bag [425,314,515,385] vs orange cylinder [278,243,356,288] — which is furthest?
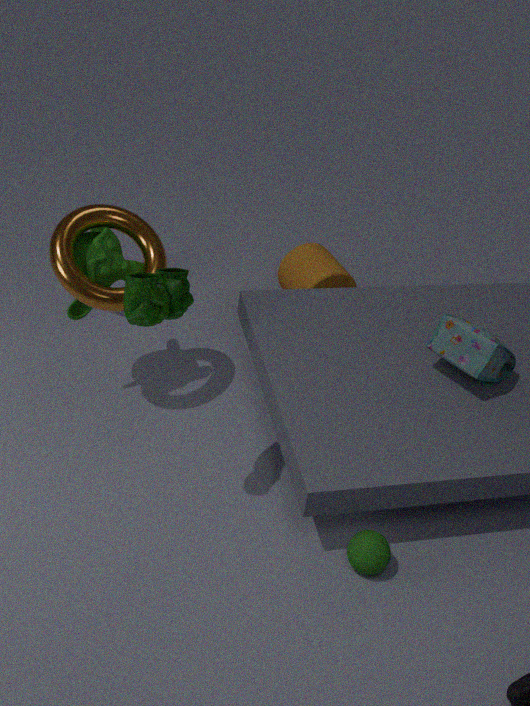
orange cylinder [278,243,356,288]
